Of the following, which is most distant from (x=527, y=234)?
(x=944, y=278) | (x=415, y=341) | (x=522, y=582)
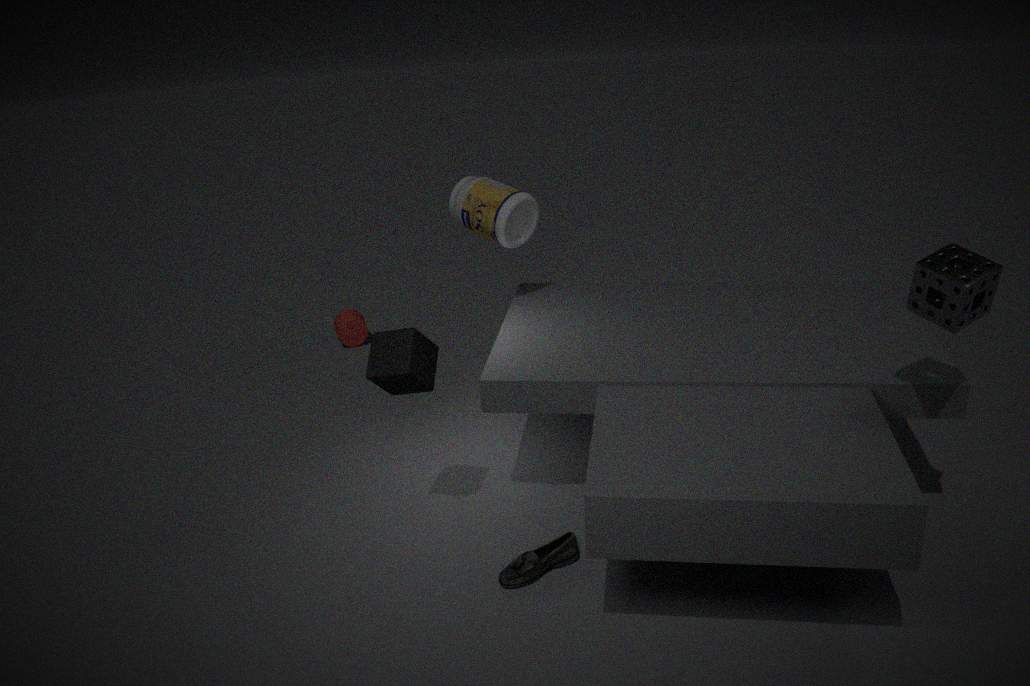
(x=944, y=278)
